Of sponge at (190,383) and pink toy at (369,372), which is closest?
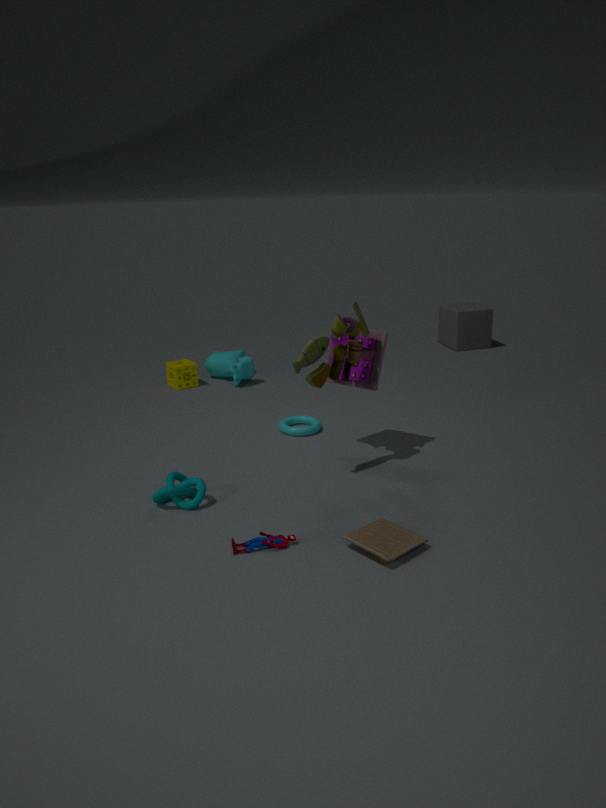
pink toy at (369,372)
